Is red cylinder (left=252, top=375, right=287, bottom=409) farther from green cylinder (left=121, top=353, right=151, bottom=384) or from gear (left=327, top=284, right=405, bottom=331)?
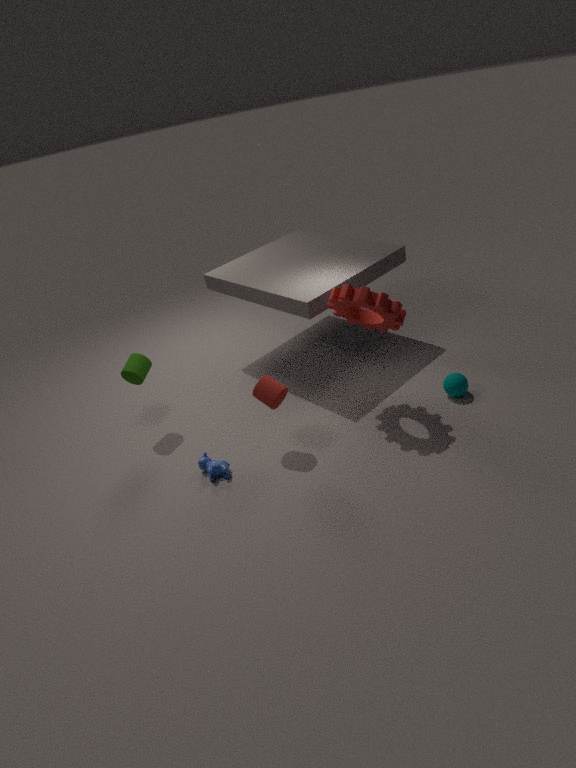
green cylinder (left=121, top=353, right=151, bottom=384)
